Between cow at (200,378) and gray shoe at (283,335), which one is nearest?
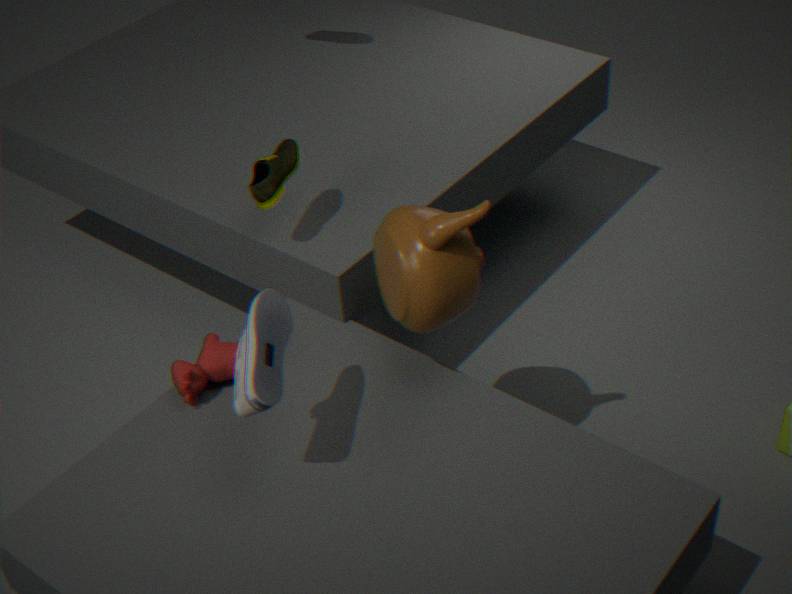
gray shoe at (283,335)
